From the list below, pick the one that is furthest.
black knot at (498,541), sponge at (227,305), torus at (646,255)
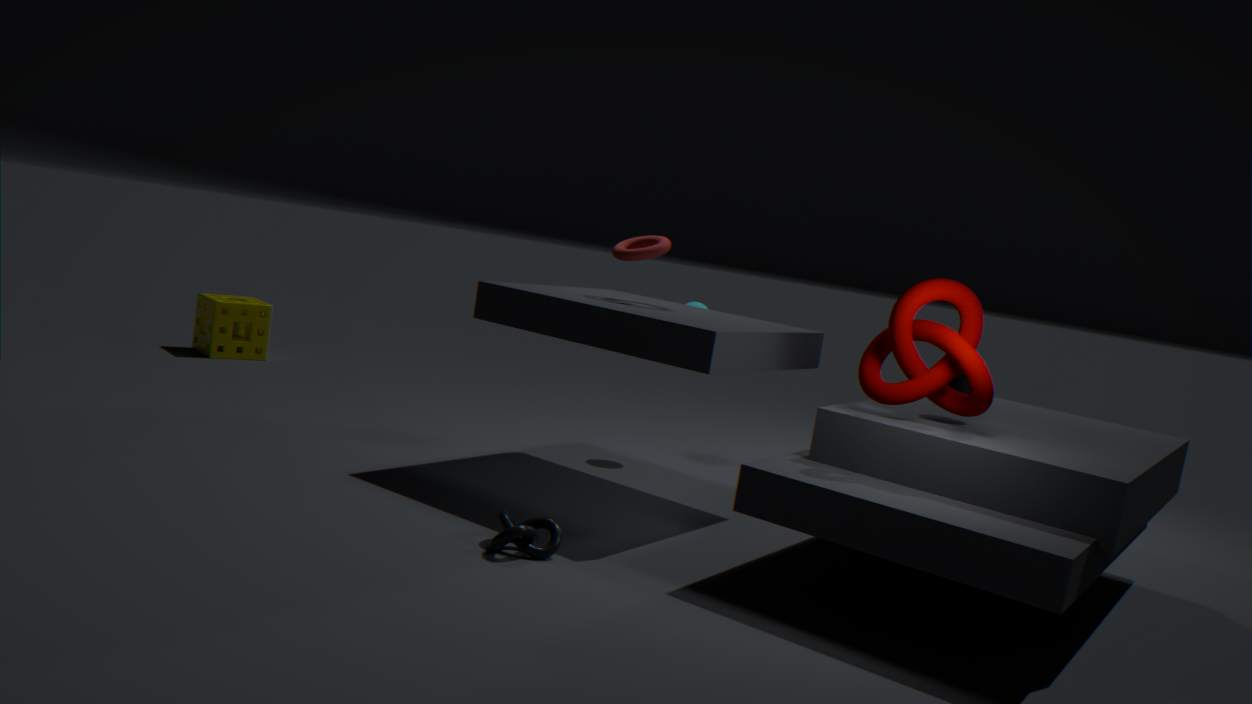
sponge at (227,305)
